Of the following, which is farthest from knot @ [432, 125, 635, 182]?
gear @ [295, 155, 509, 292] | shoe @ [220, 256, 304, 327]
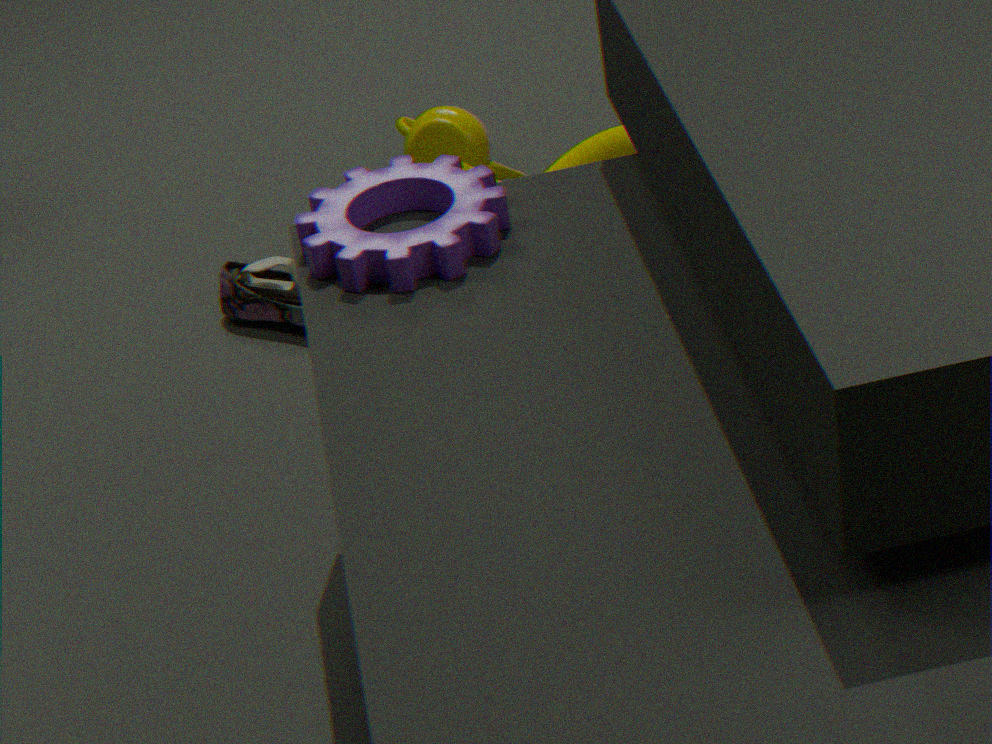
gear @ [295, 155, 509, 292]
